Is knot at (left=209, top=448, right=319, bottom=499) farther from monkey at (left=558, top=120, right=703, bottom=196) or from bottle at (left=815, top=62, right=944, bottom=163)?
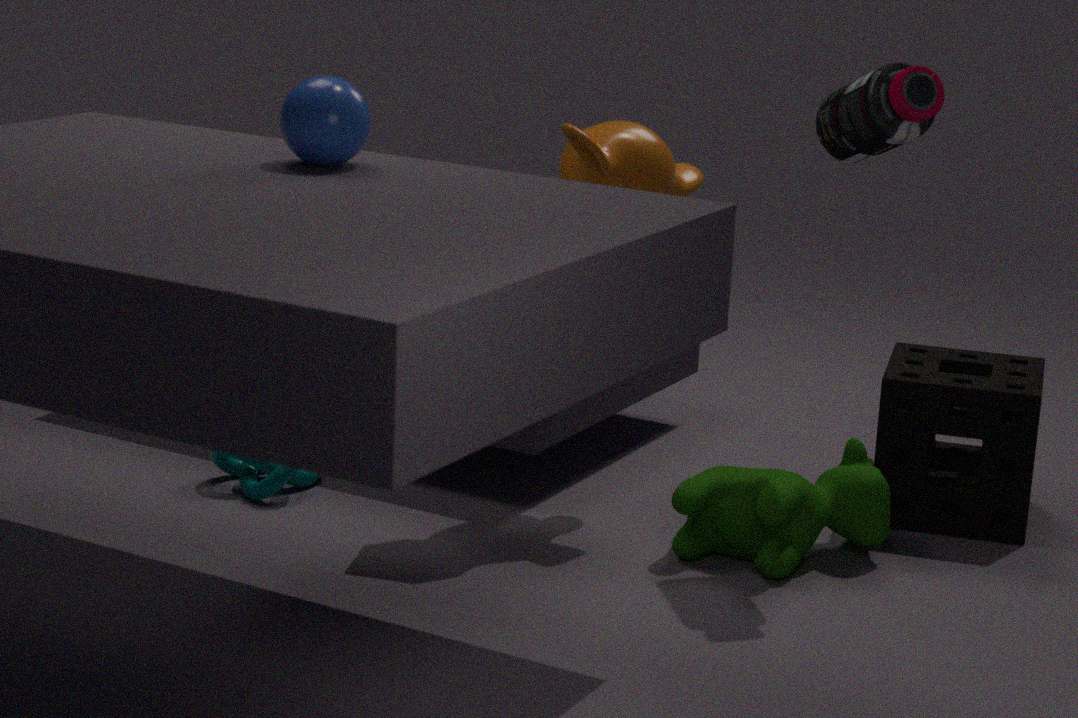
bottle at (left=815, top=62, right=944, bottom=163)
